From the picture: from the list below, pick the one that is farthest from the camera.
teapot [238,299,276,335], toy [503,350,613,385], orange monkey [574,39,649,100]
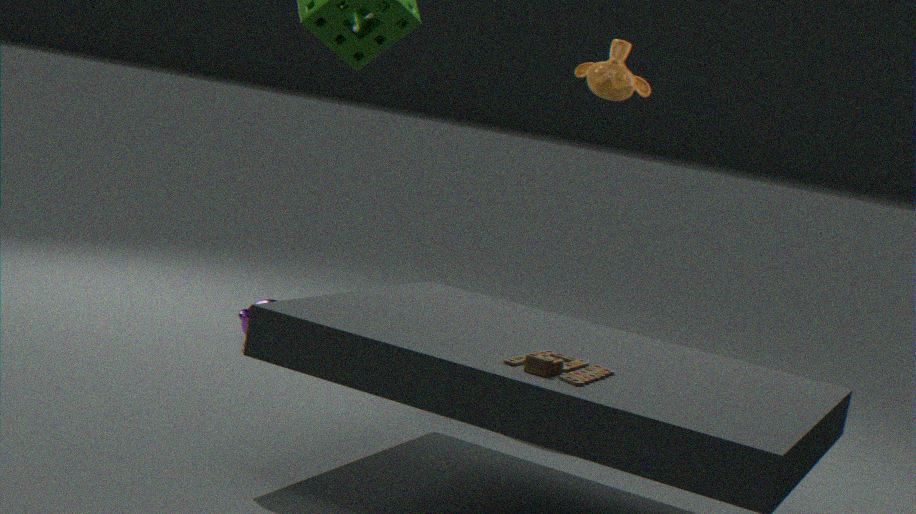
teapot [238,299,276,335]
